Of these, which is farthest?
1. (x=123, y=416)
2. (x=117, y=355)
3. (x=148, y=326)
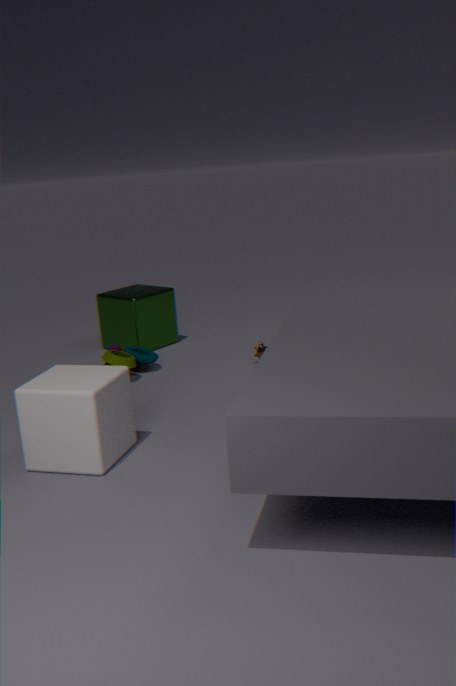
(x=148, y=326)
